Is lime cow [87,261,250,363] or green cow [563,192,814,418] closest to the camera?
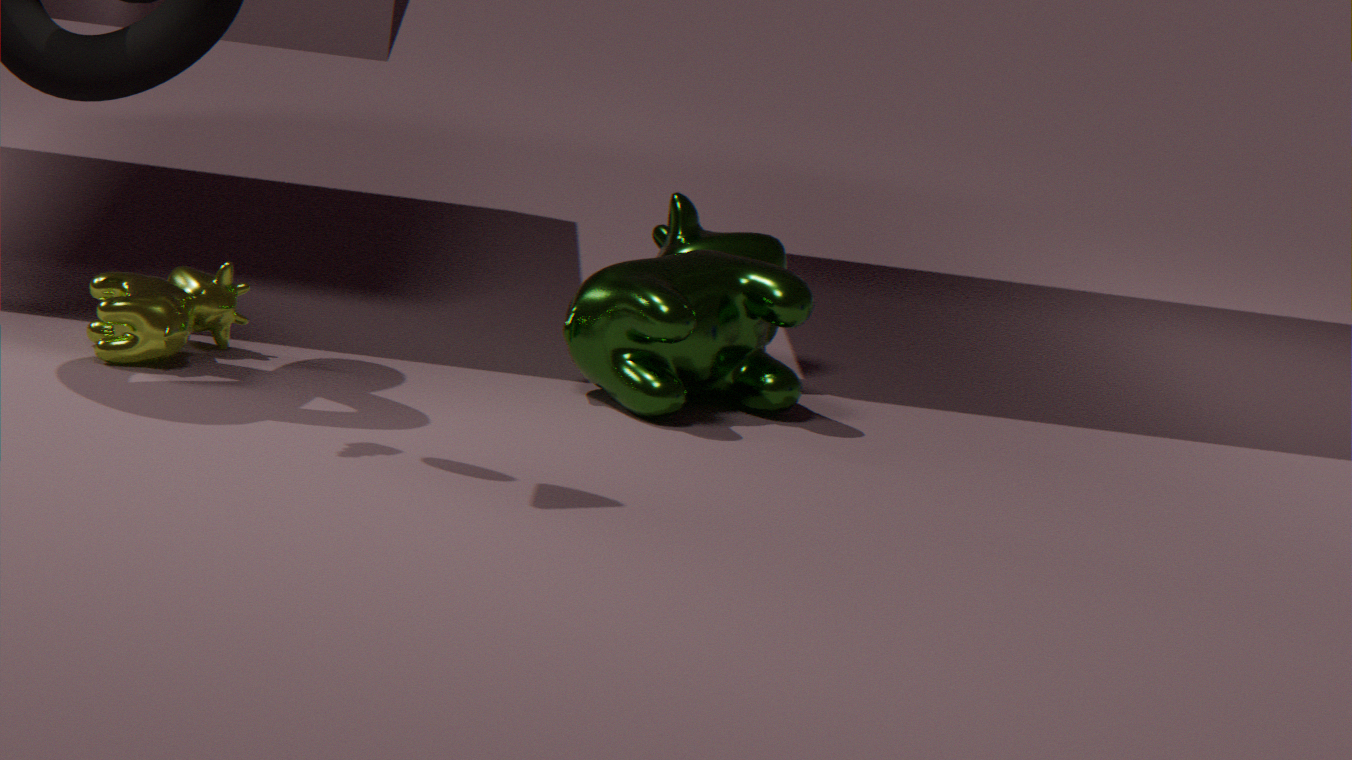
lime cow [87,261,250,363]
